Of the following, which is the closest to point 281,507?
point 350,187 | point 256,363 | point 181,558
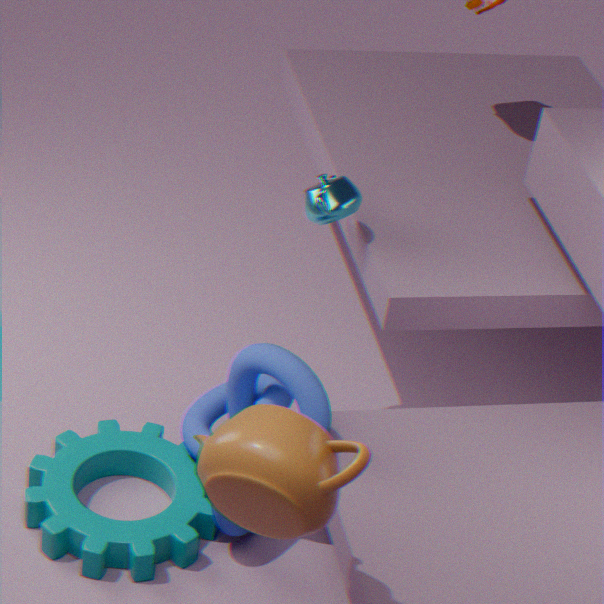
point 256,363
